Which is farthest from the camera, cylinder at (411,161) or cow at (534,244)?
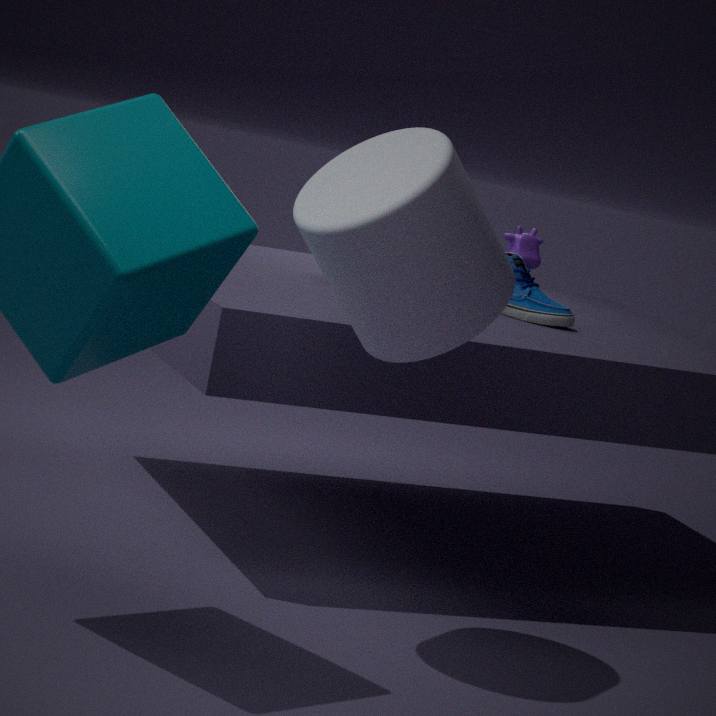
cow at (534,244)
